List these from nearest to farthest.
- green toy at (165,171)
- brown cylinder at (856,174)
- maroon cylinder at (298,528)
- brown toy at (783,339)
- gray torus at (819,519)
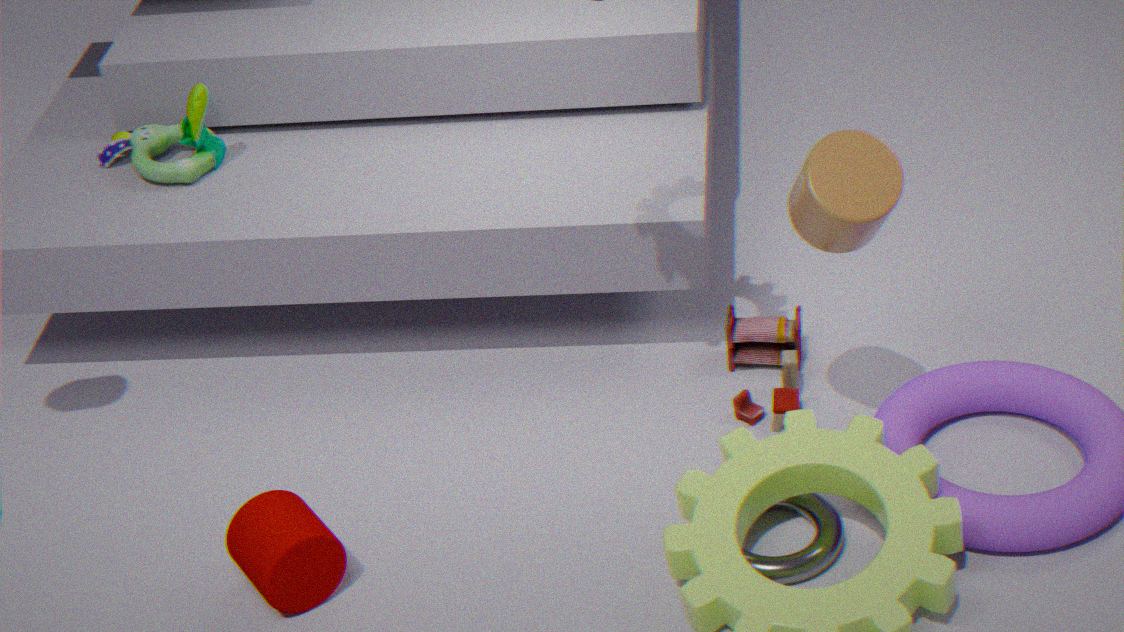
brown cylinder at (856,174) → gray torus at (819,519) → maroon cylinder at (298,528) → brown toy at (783,339) → green toy at (165,171)
